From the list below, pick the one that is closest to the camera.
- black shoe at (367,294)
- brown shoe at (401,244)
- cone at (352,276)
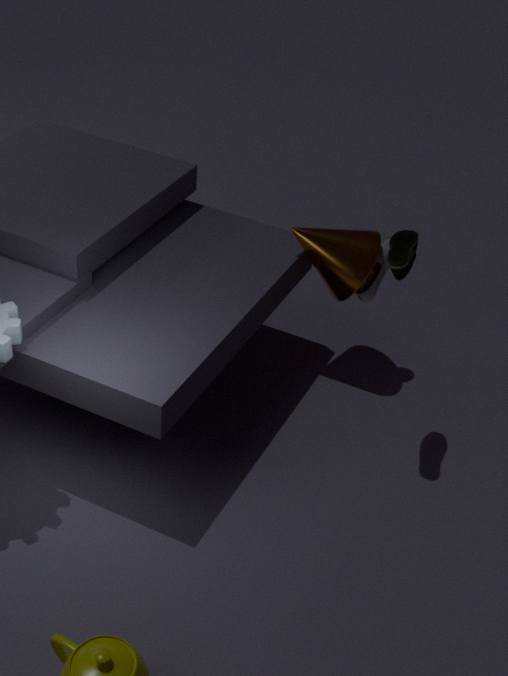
brown shoe at (401,244)
